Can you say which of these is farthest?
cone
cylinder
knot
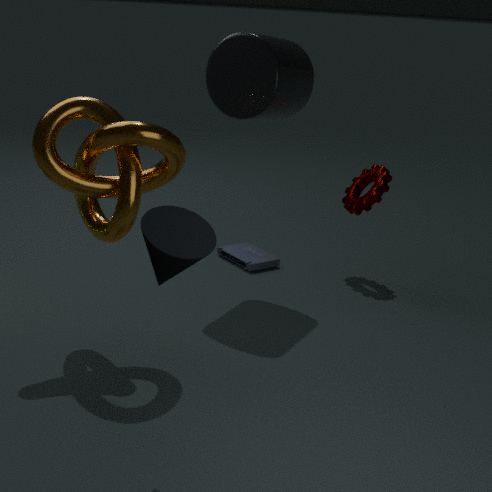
cylinder
